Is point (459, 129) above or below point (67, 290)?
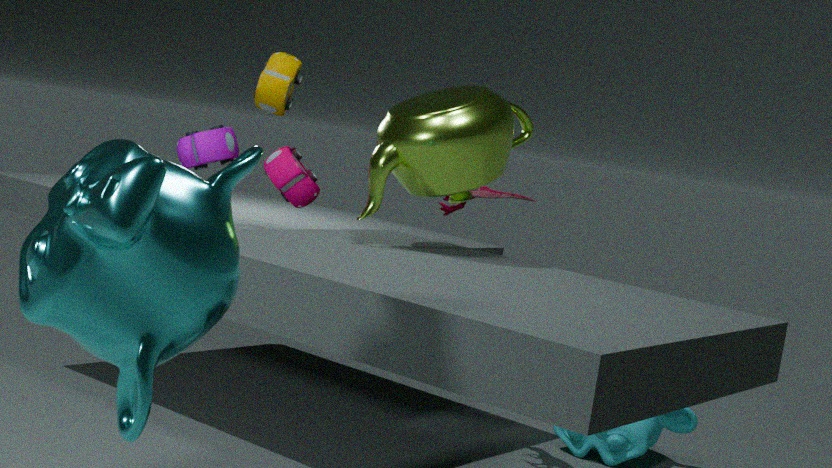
above
